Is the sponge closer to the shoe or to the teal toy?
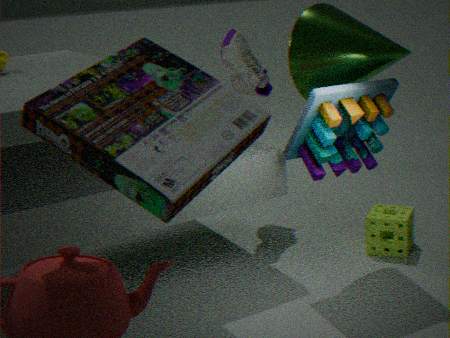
the teal toy
